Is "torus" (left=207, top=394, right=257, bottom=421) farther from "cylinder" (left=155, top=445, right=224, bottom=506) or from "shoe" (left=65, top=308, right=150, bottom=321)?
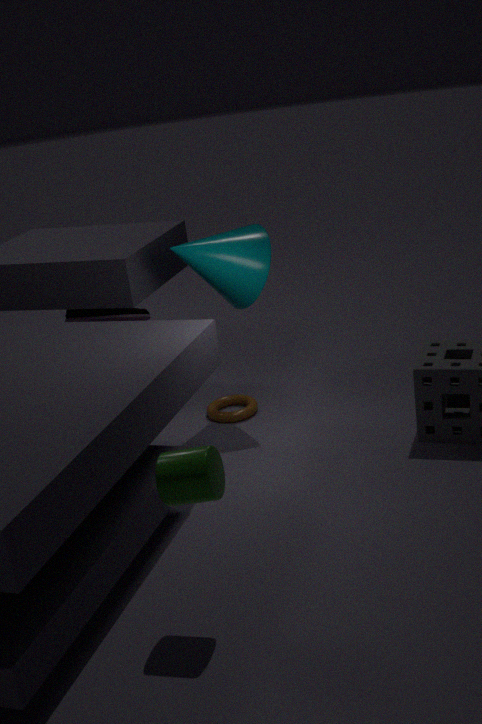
"cylinder" (left=155, top=445, right=224, bottom=506)
